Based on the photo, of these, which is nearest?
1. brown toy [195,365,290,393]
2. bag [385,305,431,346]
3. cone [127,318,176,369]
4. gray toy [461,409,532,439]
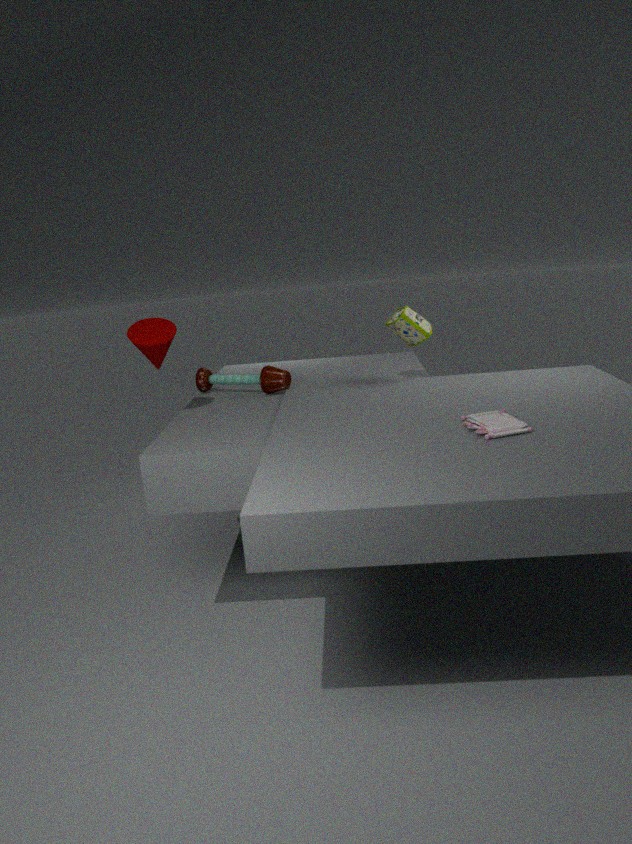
gray toy [461,409,532,439]
